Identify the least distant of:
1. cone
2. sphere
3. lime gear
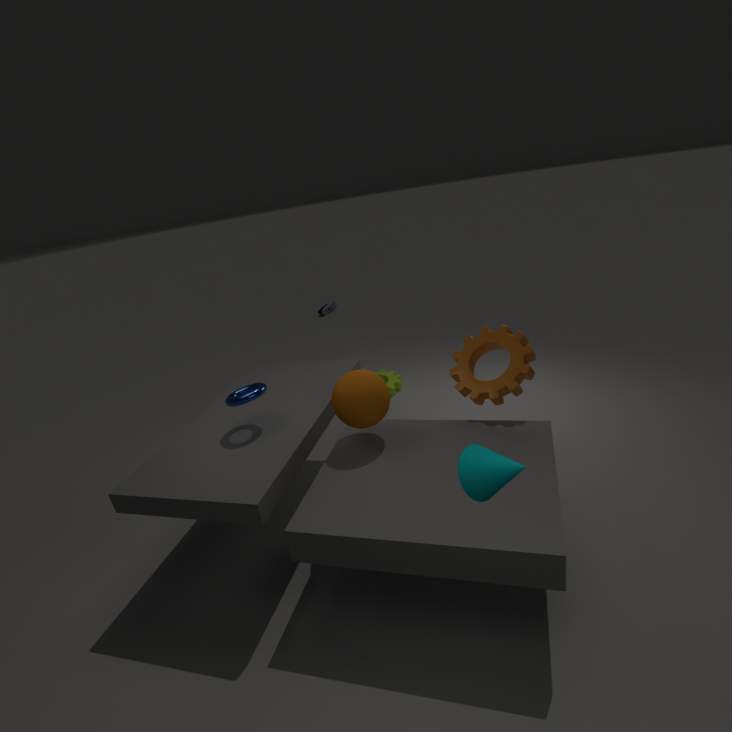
cone
